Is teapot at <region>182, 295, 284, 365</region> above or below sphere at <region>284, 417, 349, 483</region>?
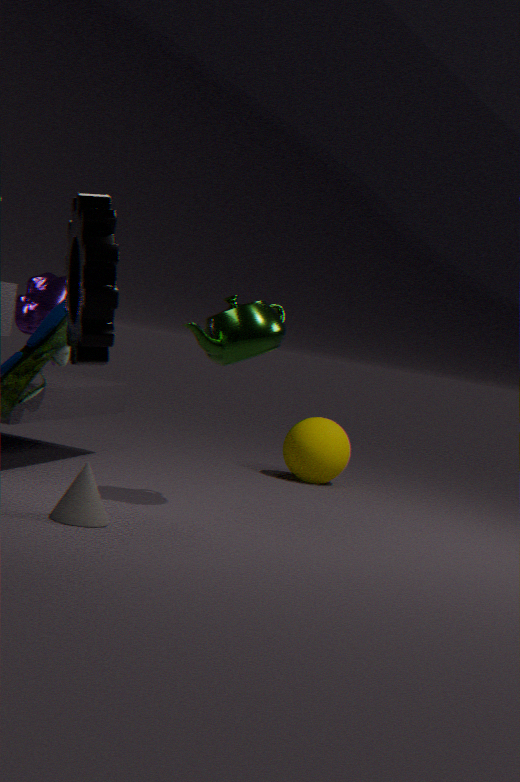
above
